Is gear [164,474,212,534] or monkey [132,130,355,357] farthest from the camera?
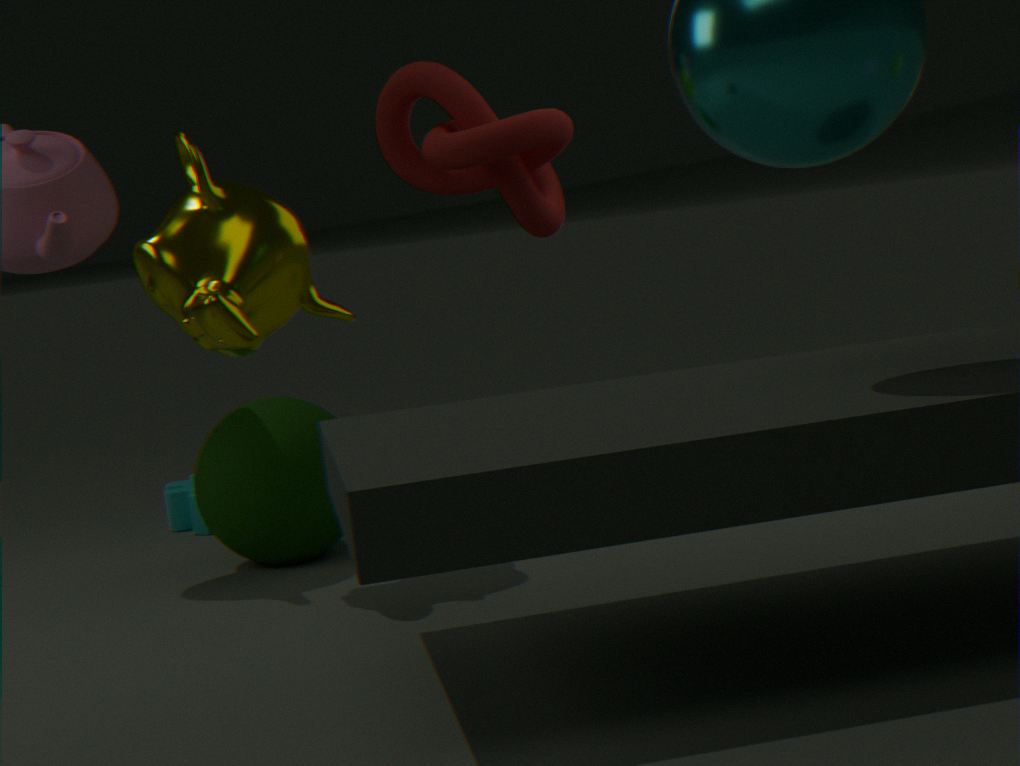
gear [164,474,212,534]
